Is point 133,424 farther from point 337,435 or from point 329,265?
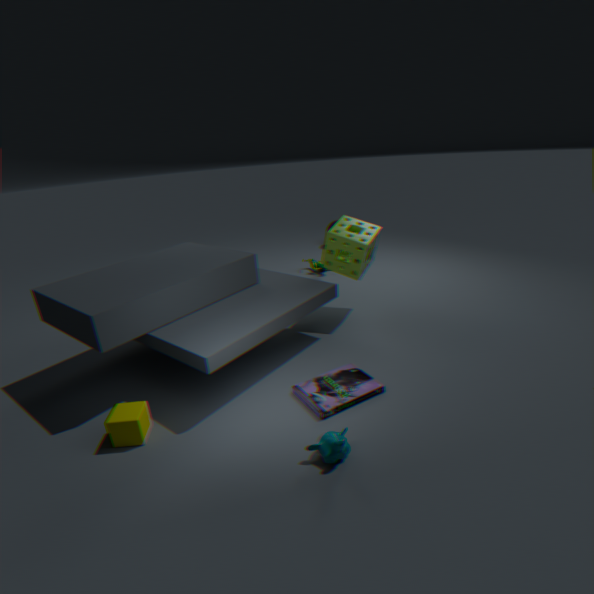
point 329,265
